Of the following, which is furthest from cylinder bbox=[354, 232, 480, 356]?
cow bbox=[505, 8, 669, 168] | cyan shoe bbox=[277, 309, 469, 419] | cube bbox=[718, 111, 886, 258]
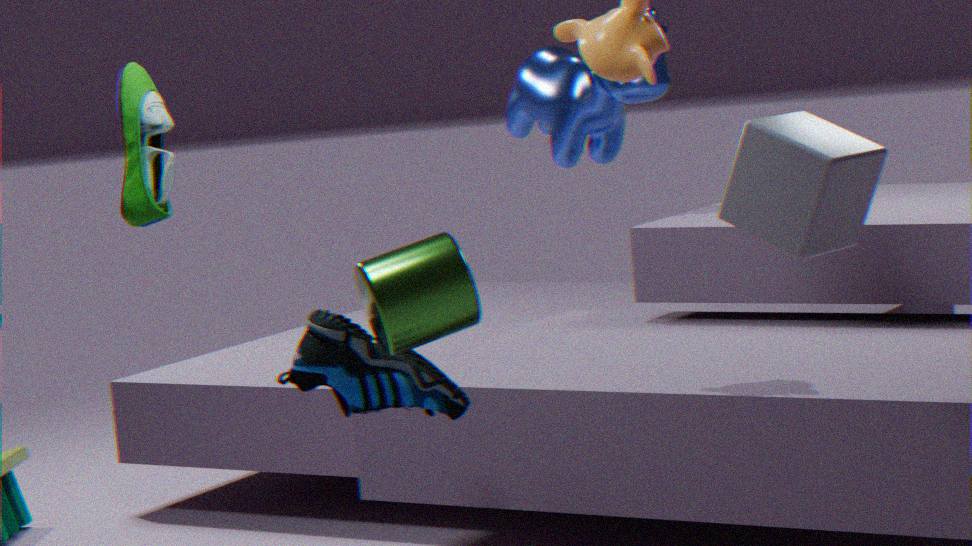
cow bbox=[505, 8, 669, 168]
